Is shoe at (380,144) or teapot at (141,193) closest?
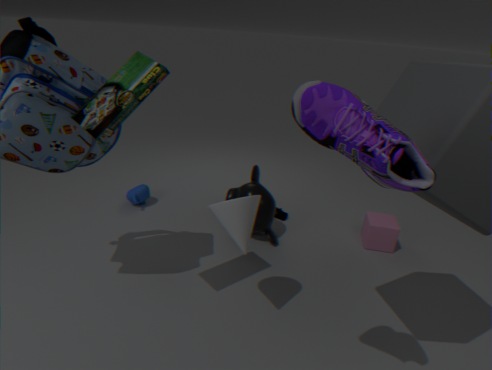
shoe at (380,144)
